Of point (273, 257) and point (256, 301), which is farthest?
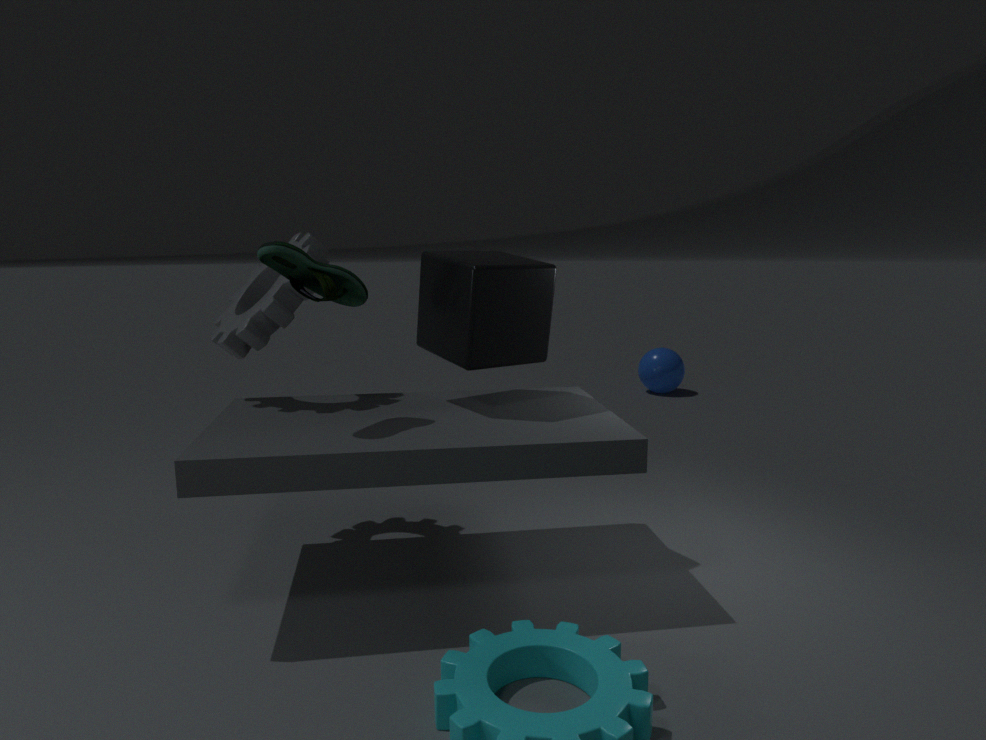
point (256, 301)
